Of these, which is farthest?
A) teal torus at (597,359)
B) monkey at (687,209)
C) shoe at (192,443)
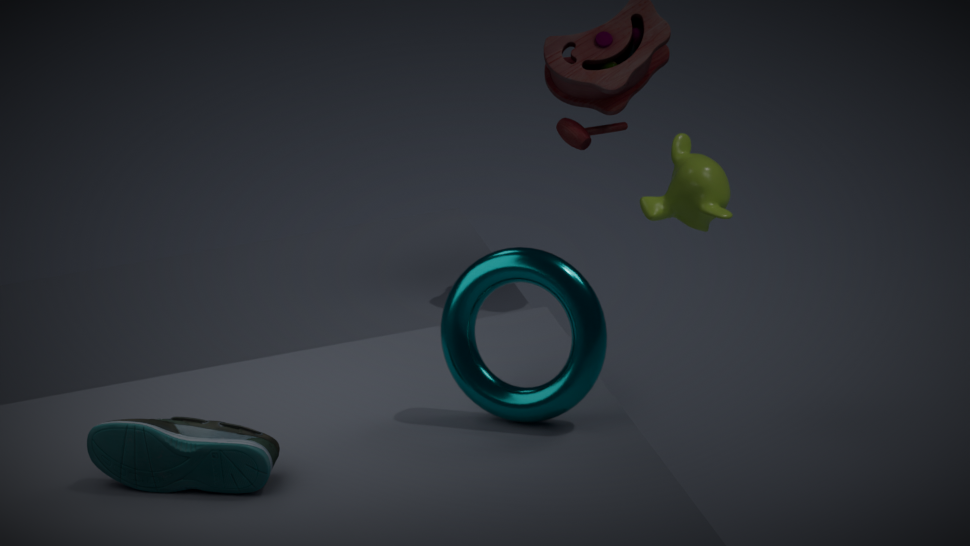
monkey at (687,209)
